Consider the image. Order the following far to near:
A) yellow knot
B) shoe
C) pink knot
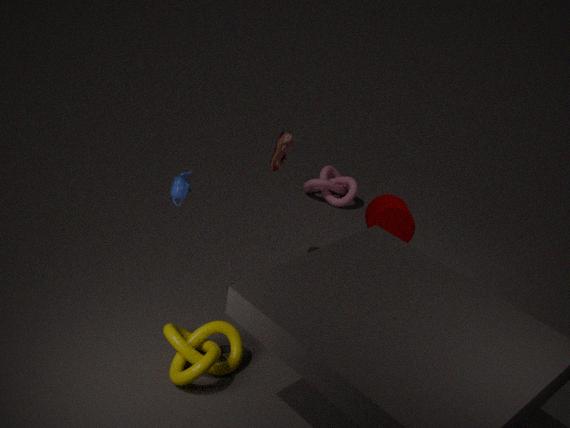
pink knot → shoe → yellow knot
